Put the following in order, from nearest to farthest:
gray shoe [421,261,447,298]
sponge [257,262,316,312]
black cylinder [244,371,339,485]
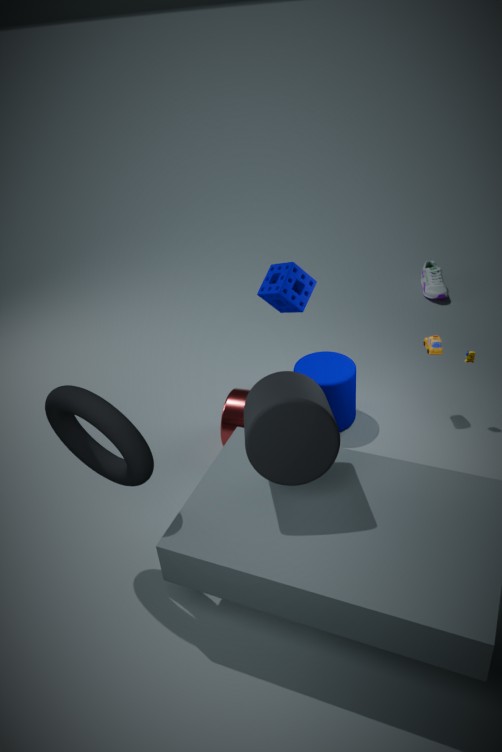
1. black cylinder [244,371,339,485]
2. sponge [257,262,316,312]
3. gray shoe [421,261,447,298]
